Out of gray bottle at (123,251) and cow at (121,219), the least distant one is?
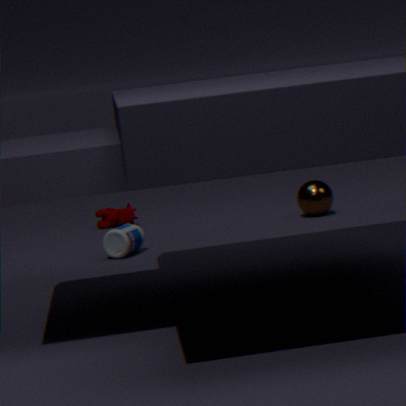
gray bottle at (123,251)
